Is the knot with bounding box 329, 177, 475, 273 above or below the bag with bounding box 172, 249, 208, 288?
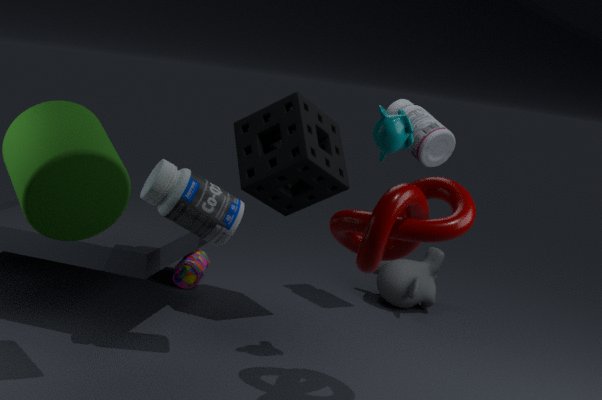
above
